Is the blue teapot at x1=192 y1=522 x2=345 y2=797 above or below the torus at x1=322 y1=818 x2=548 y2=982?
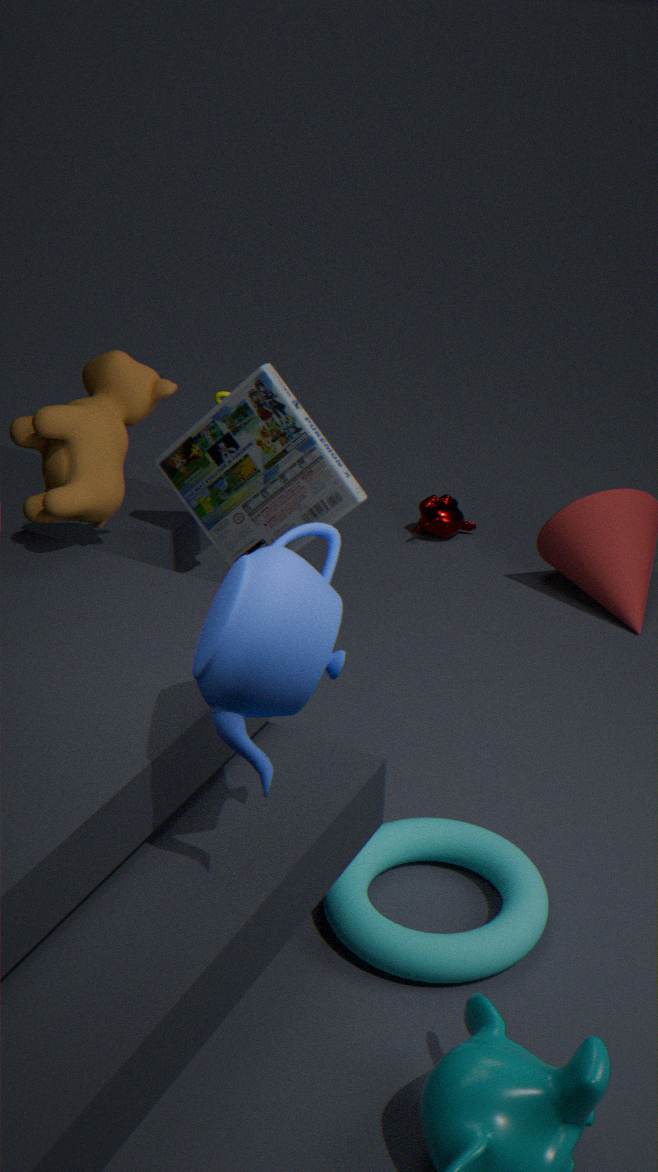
above
